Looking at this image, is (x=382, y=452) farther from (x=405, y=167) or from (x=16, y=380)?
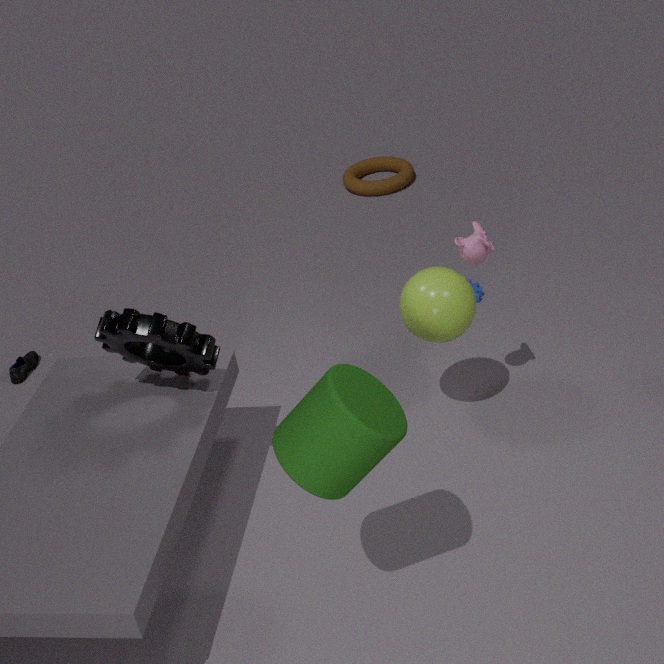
(x=405, y=167)
